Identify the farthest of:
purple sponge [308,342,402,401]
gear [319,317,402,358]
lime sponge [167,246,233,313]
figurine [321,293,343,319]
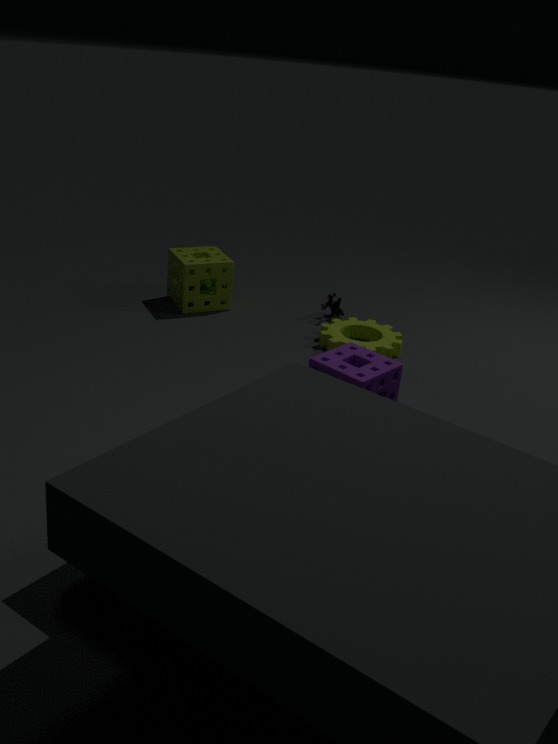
figurine [321,293,343,319]
